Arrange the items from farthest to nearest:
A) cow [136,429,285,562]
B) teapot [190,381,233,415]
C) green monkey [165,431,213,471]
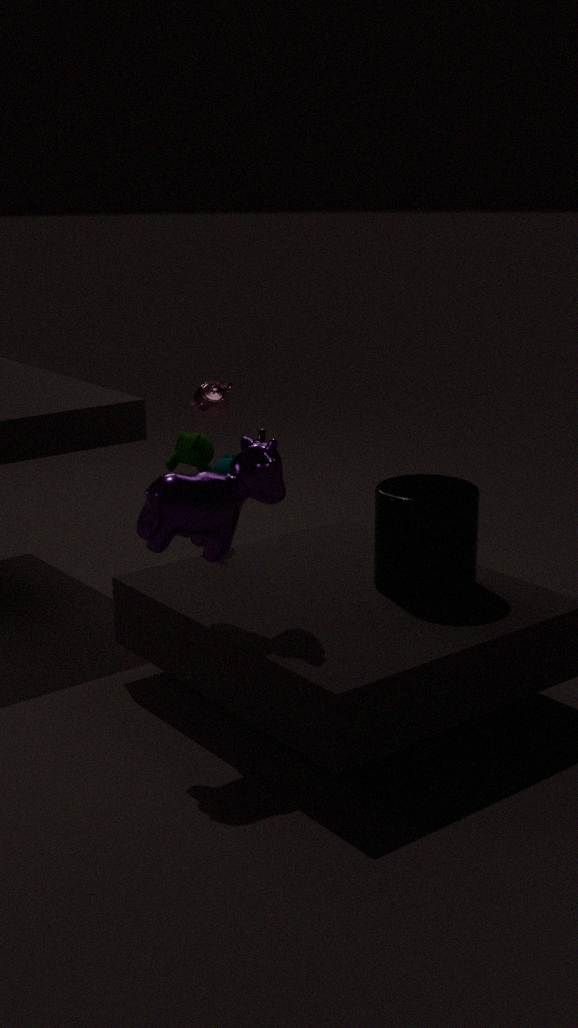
teapot [190,381,233,415], green monkey [165,431,213,471], cow [136,429,285,562]
